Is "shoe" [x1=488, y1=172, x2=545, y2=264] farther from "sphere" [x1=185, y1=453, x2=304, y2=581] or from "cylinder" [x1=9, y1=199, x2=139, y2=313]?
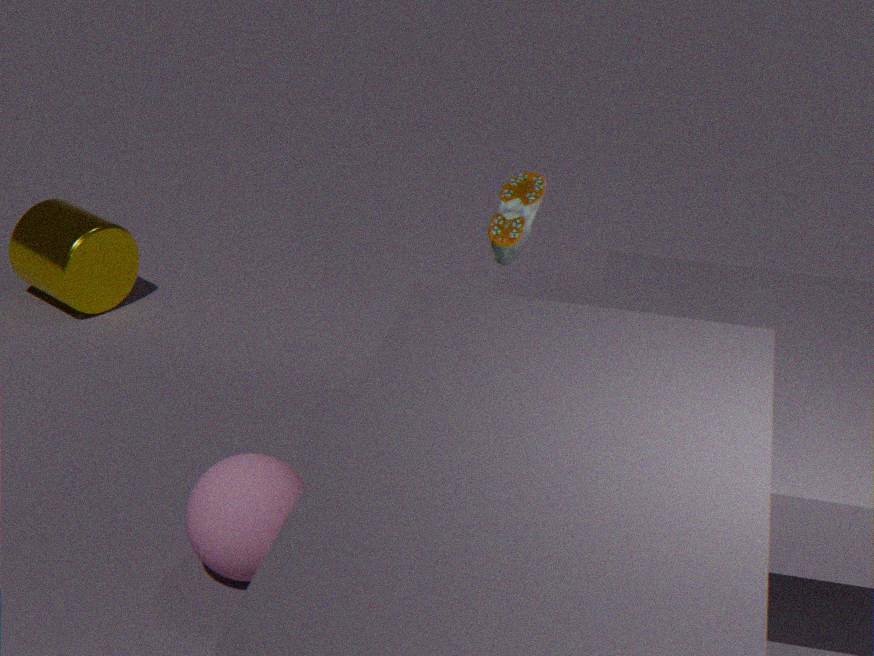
"cylinder" [x1=9, y1=199, x2=139, y2=313]
